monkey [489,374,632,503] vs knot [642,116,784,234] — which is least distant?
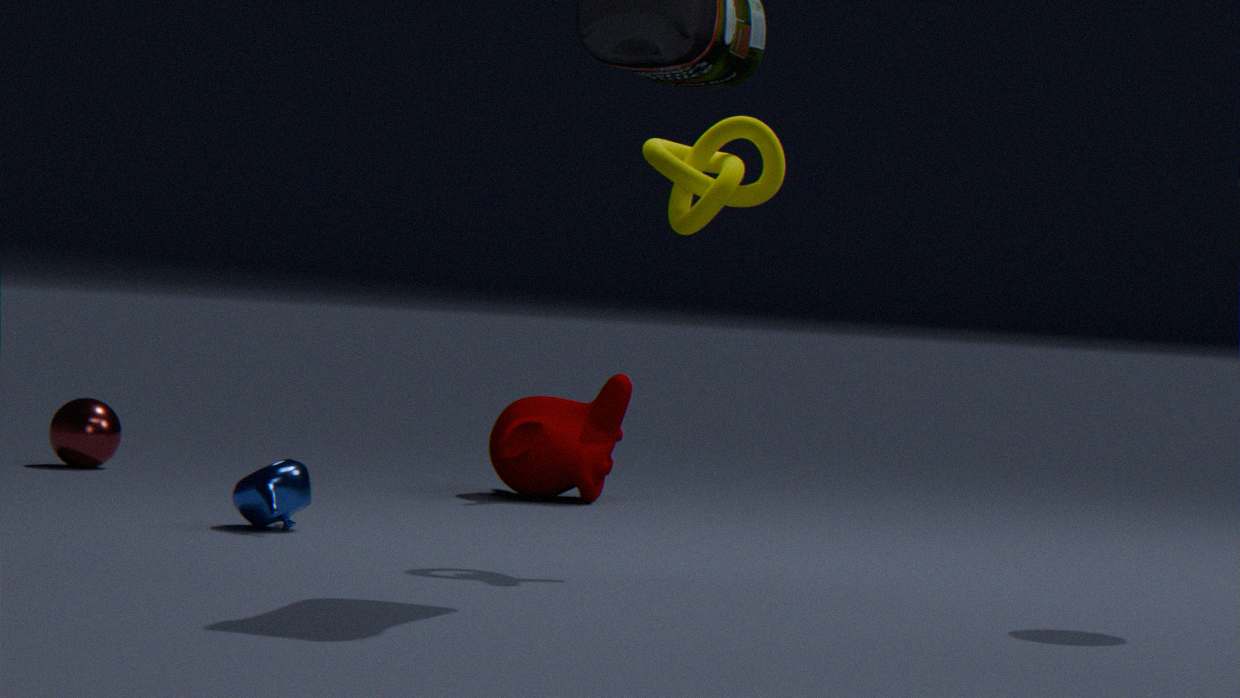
knot [642,116,784,234]
